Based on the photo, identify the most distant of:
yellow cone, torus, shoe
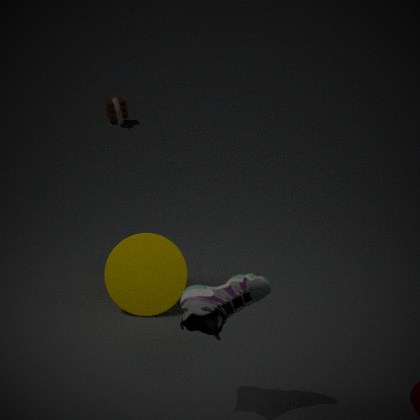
torus
